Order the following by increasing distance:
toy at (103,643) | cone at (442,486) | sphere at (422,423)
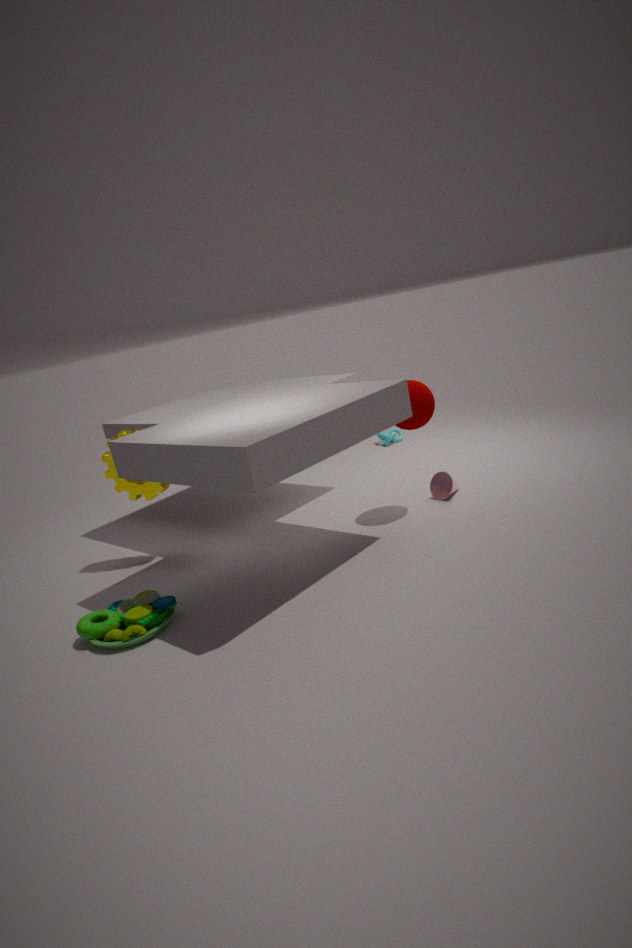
toy at (103,643) → sphere at (422,423) → cone at (442,486)
